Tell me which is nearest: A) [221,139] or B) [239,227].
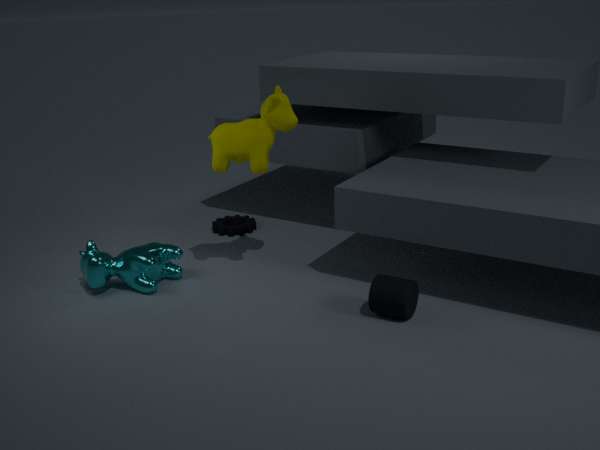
A. [221,139]
